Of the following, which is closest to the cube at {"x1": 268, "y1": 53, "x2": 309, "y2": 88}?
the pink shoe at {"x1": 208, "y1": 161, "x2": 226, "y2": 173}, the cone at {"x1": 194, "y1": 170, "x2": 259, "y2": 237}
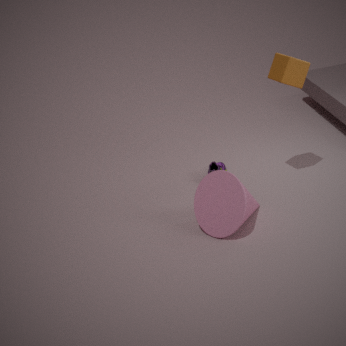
the cone at {"x1": 194, "y1": 170, "x2": 259, "y2": 237}
